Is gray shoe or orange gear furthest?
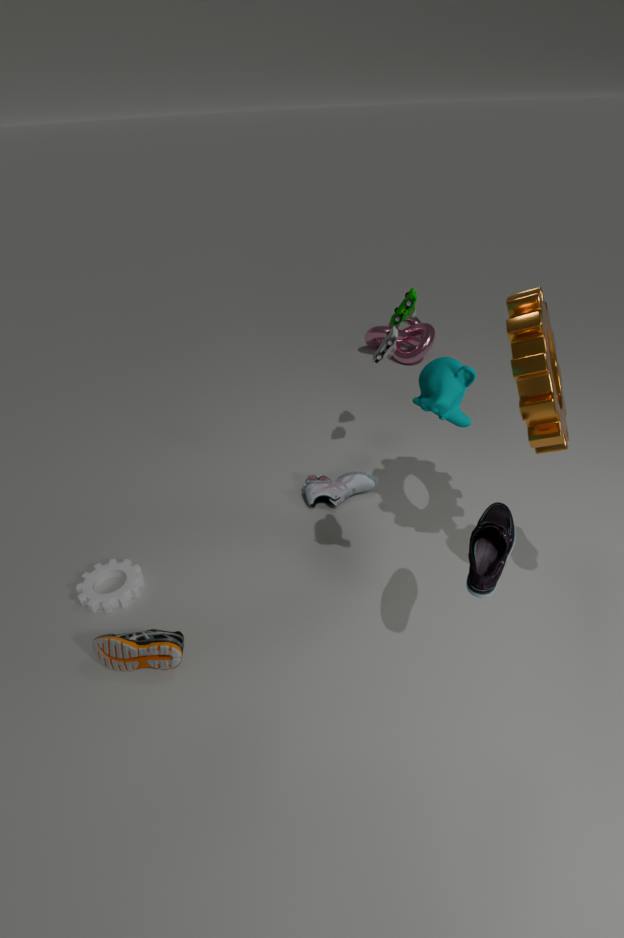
gray shoe
